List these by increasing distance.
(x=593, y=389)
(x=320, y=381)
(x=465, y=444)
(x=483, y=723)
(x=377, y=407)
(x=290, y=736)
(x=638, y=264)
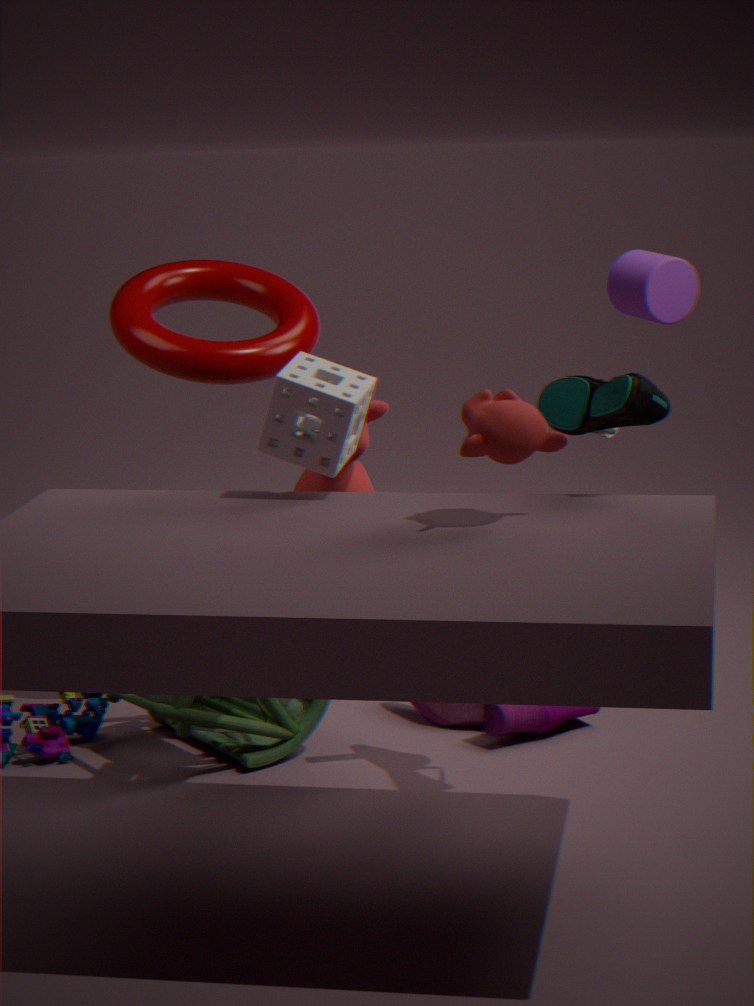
(x=465, y=444), (x=320, y=381), (x=593, y=389), (x=377, y=407), (x=290, y=736), (x=483, y=723), (x=638, y=264)
